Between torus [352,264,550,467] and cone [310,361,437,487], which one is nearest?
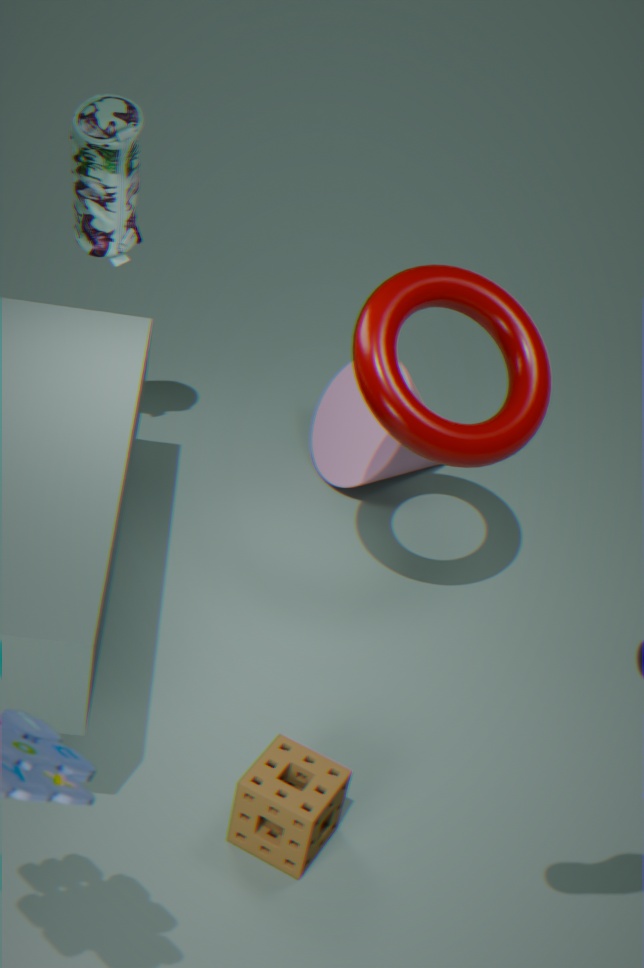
torus [352,264,550,467]
